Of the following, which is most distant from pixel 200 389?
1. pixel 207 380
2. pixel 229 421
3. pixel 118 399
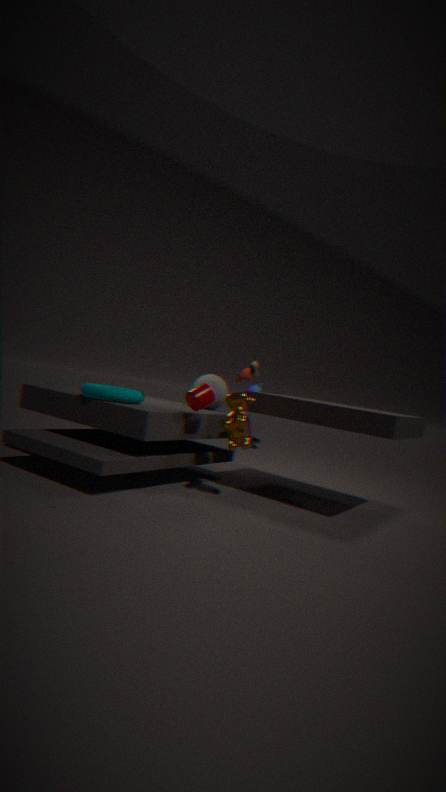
pixel 207 380
